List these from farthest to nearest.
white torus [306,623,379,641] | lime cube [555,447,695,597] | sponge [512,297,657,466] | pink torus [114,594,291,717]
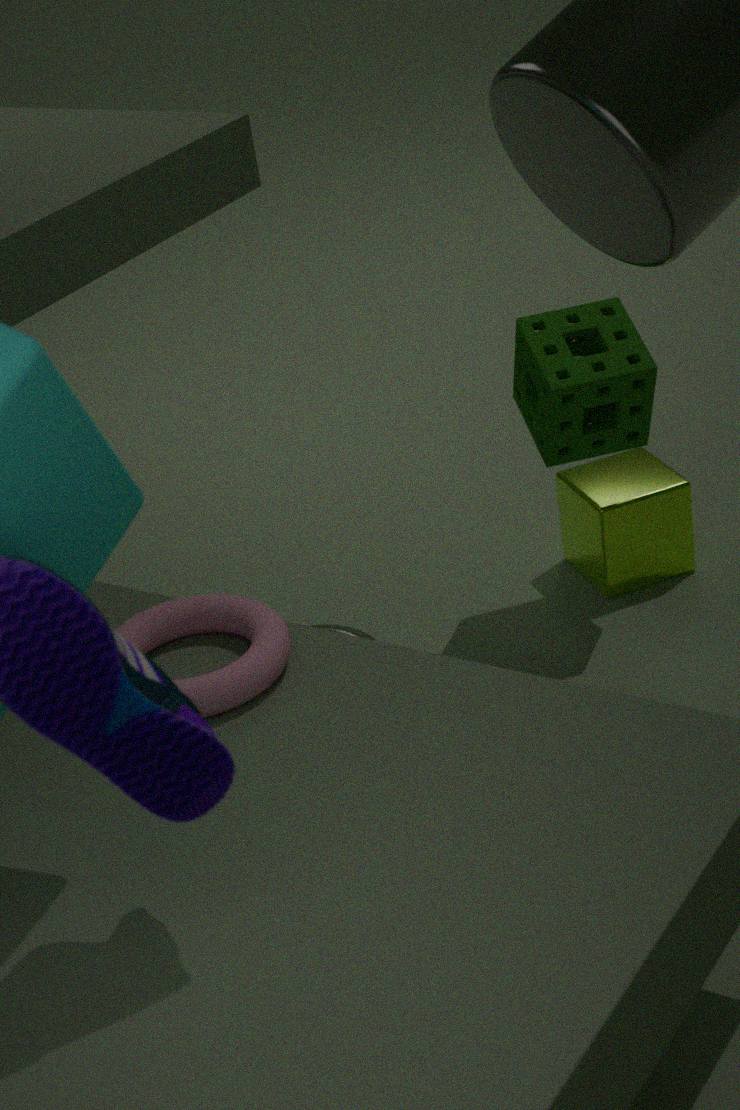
lime cube [555,447,695,597]
white torus [306,623,379,641]
sponge [512,297,657,466]
pink torus [114,594,291,717]
